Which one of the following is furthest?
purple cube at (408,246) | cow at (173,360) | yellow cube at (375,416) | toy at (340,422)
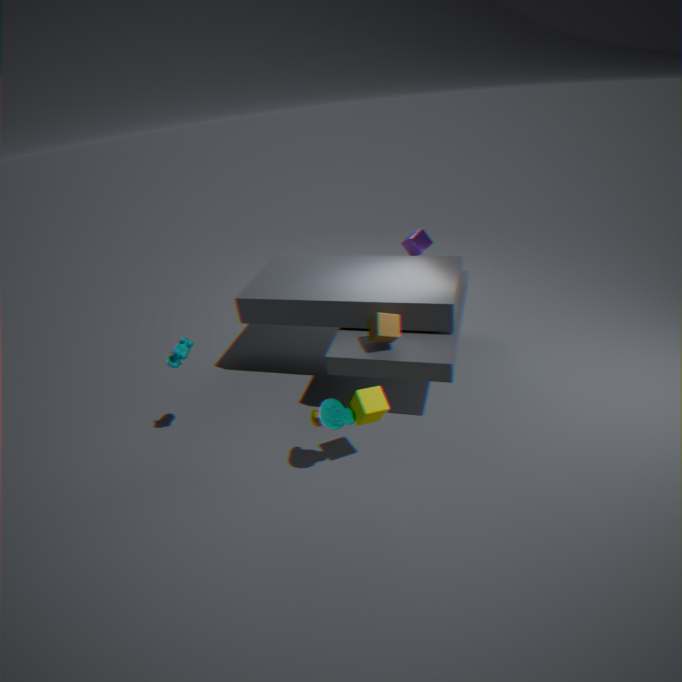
purple cube at (408,246)
